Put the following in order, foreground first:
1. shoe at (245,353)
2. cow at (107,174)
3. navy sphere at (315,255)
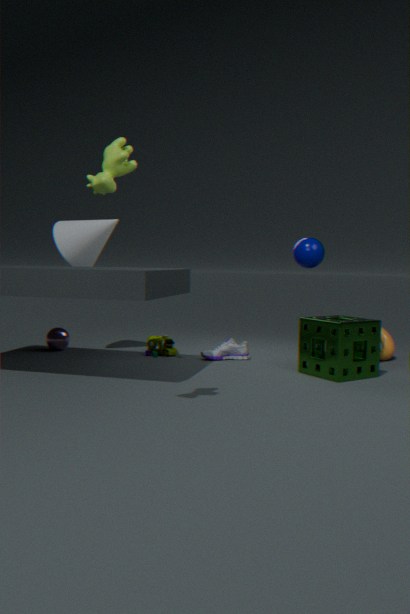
cow at (107,174)
navy sphere at (315,255)
shoe at (245,353)
